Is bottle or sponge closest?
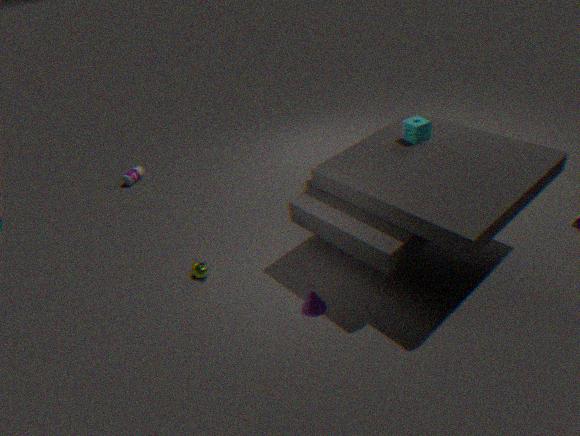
sponge
